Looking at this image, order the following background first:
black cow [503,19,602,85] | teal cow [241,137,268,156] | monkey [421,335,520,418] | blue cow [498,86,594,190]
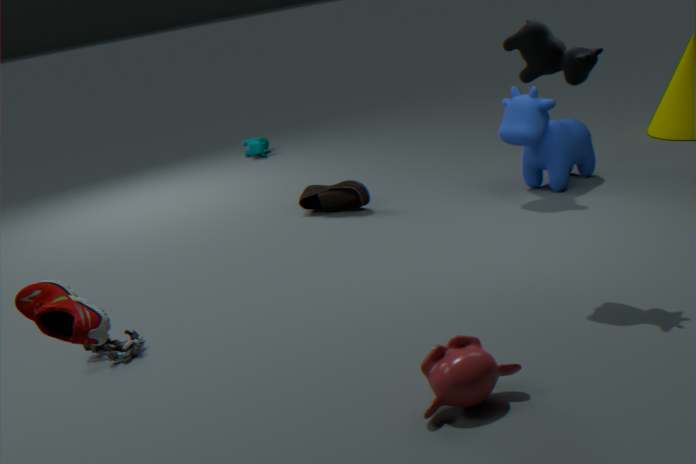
teal cow [241,137,268,156], blue cow [498,86,594,190], black cow [503,19,602,85], monkey [421,335,520,418]
